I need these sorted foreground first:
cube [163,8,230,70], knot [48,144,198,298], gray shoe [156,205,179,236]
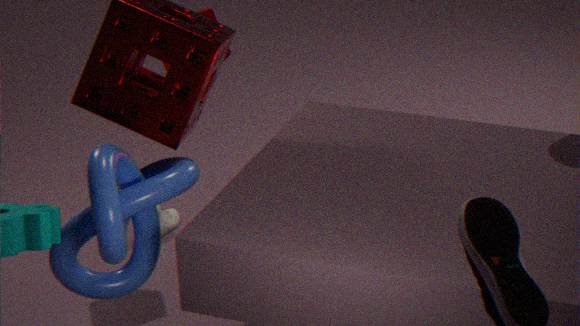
1. knot [48,144,198,298]
2. cube [163,8,230,70]
3. gray shoe [156,205,179,236]
